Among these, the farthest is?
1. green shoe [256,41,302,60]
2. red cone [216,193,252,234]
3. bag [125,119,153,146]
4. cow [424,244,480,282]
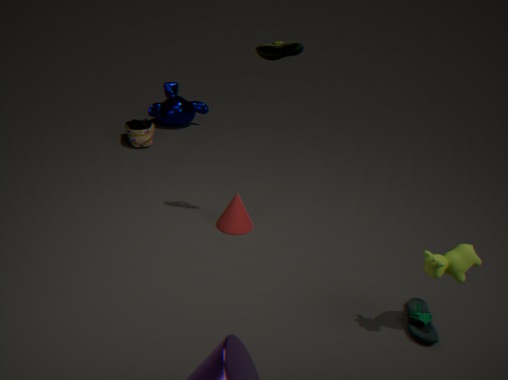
bag [125,119,153,146]
